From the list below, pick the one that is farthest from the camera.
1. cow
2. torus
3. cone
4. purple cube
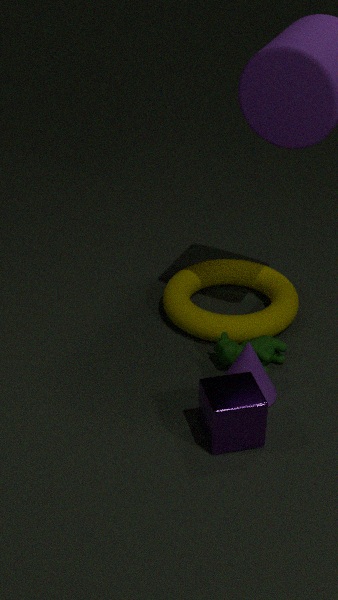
torus
